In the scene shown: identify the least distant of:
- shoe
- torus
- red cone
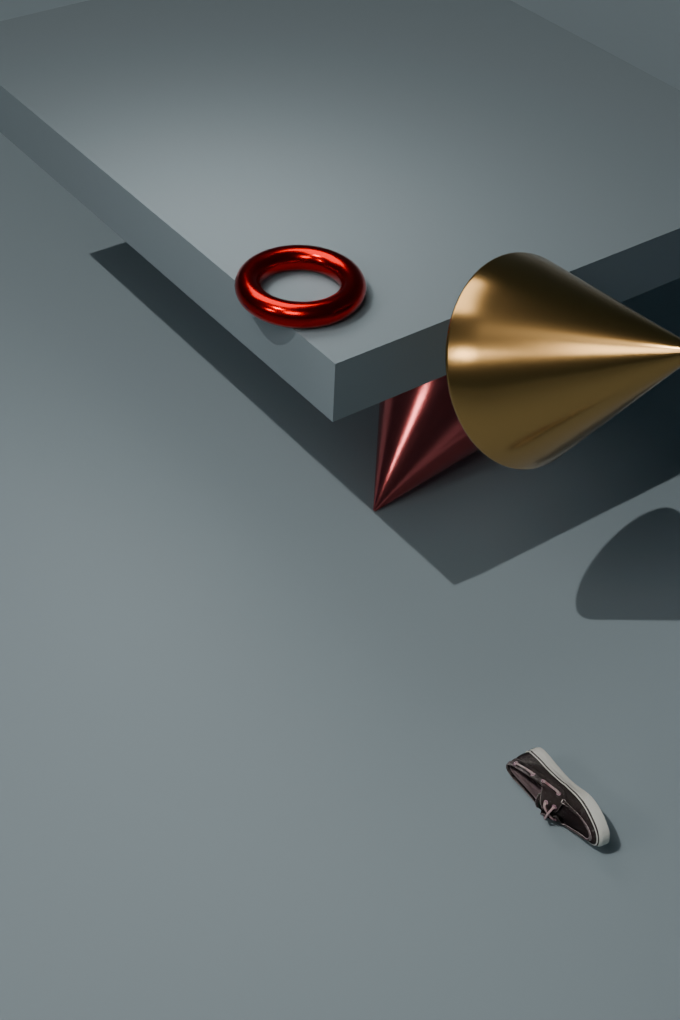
shoe
